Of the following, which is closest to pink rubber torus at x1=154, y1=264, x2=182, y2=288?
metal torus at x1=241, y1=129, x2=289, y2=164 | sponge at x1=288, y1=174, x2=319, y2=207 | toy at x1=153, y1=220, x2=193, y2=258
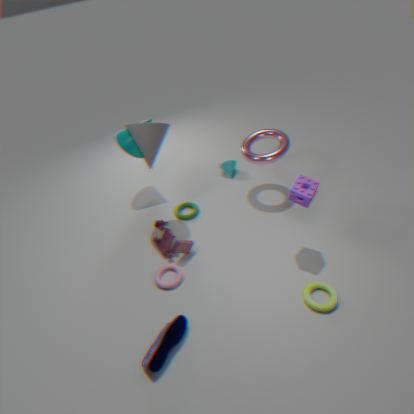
toy at x1=153, y1=220, x2=193, y2=258
